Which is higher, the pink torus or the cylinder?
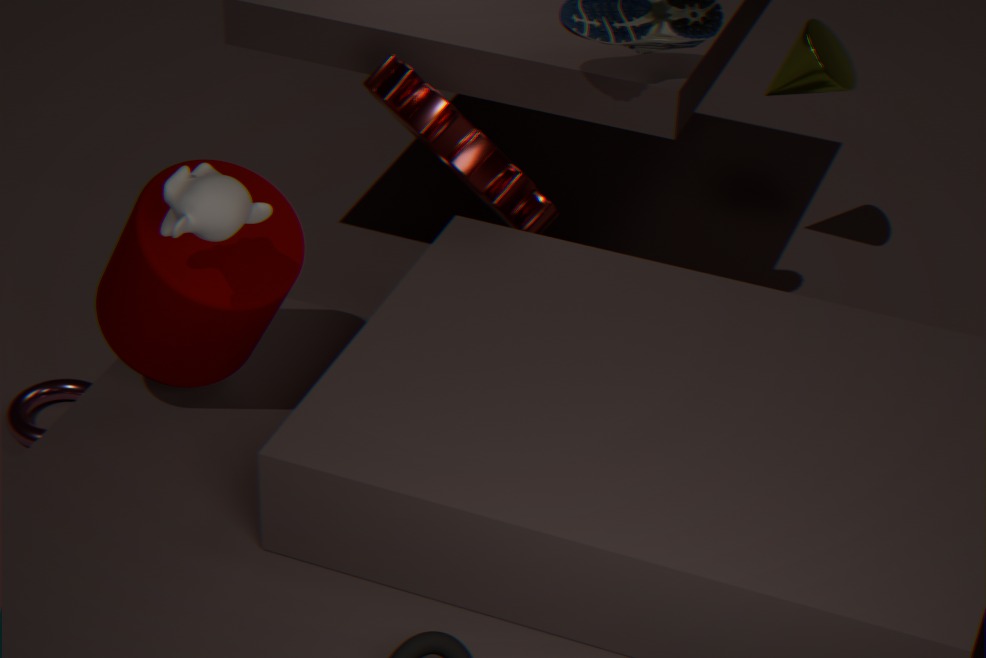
the cylinder
